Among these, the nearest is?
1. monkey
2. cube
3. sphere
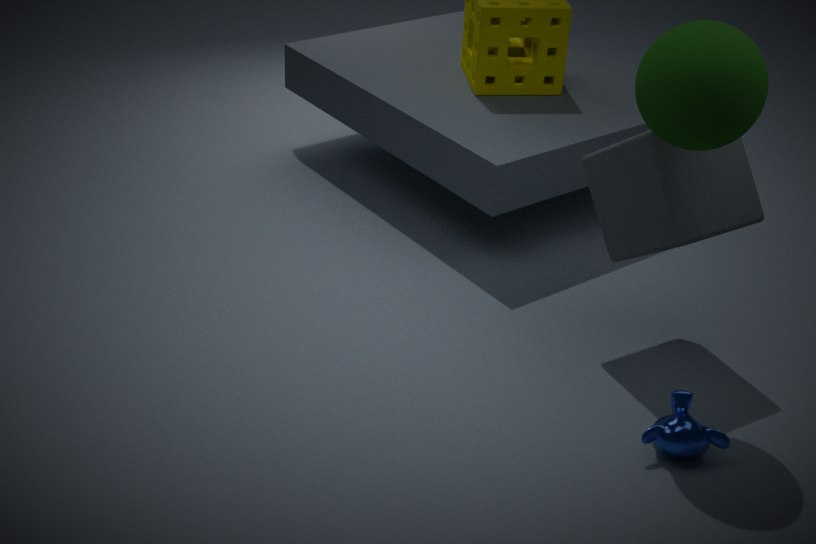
sphere
